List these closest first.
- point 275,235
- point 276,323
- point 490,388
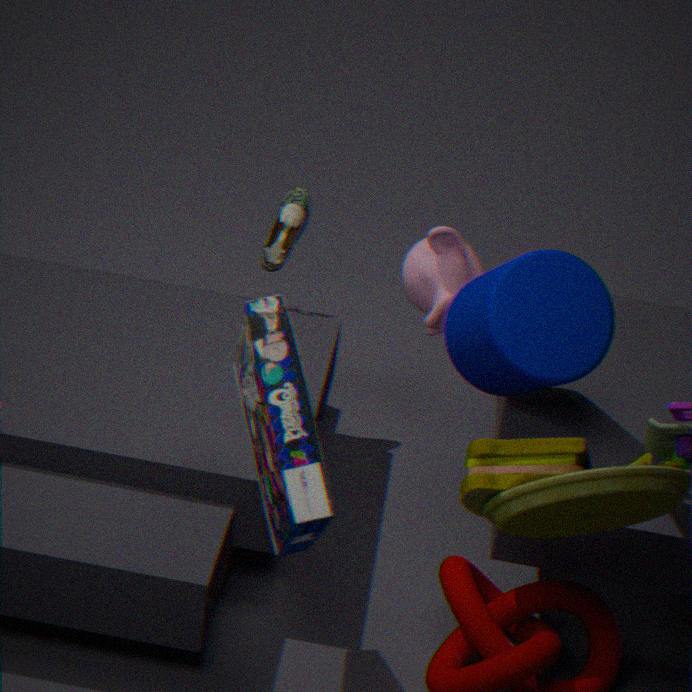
point 276,323, point 490,388, point 275,235
